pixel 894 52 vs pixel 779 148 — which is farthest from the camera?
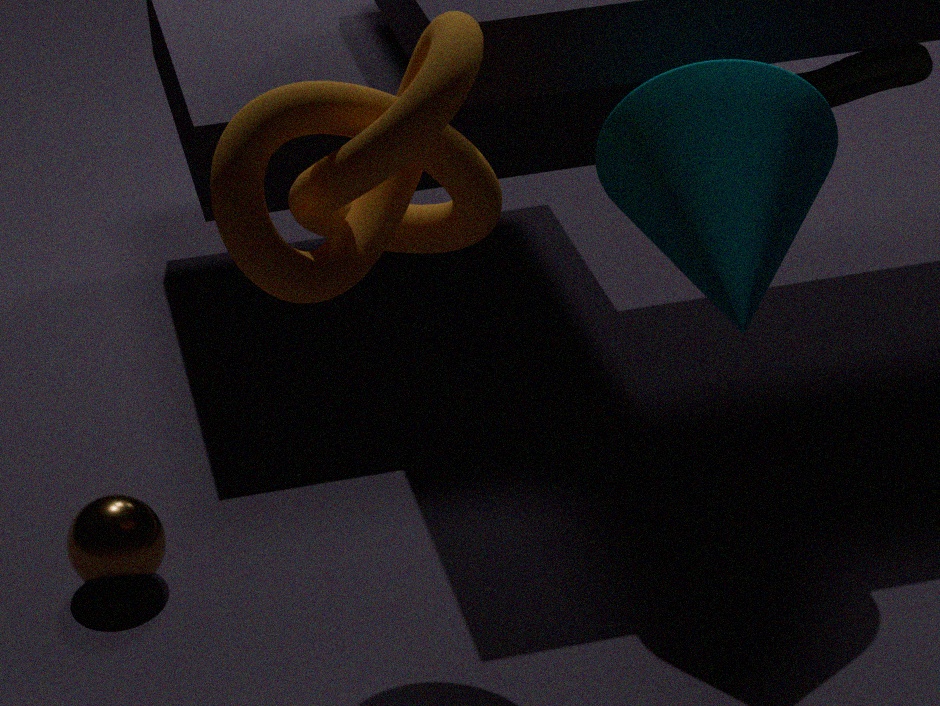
pixel 894 52
